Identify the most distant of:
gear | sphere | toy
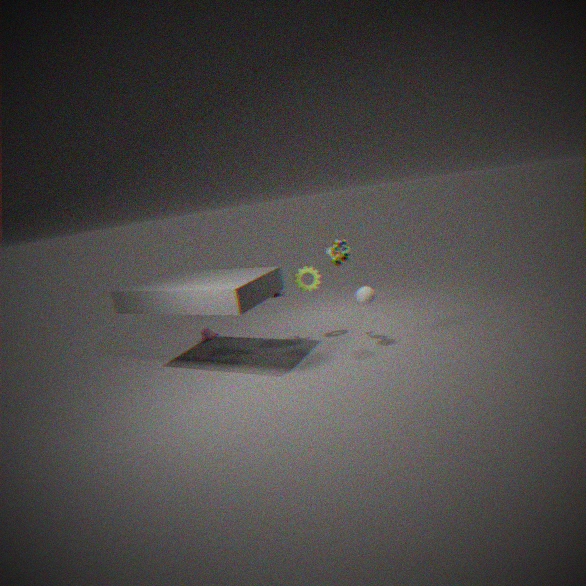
gear
